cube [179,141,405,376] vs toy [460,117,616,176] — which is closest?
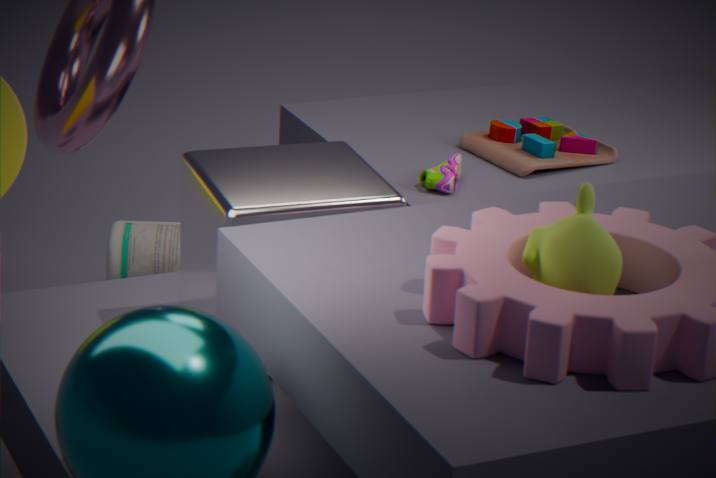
cube [179,141,405,376]
